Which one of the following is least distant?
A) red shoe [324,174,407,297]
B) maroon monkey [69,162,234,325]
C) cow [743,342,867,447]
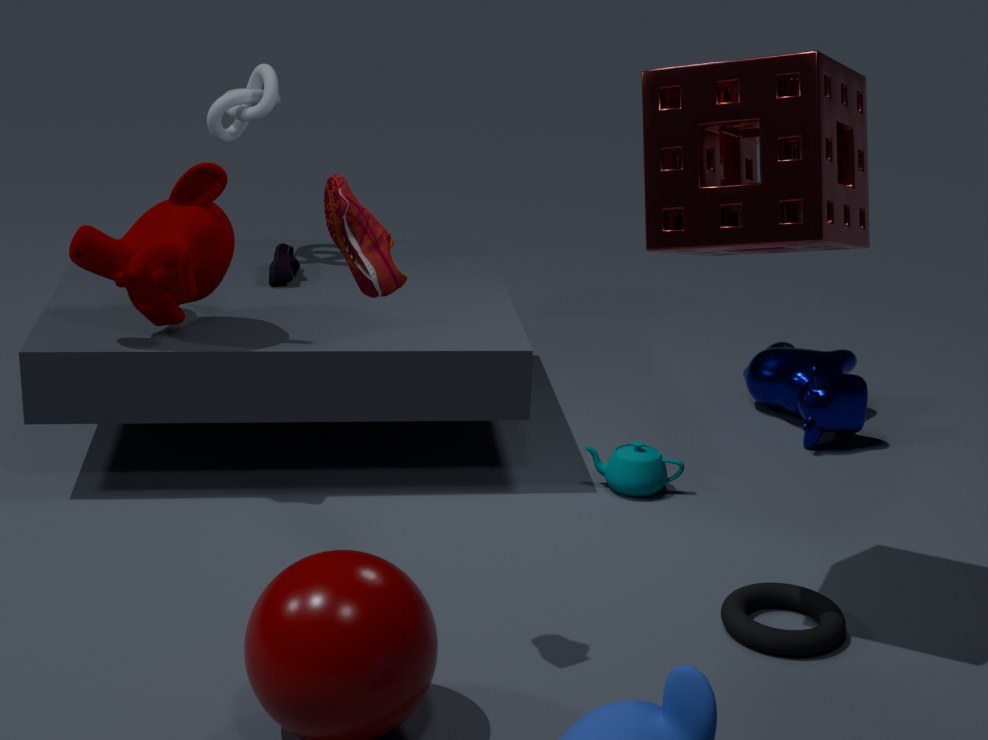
red shoe [324,174,407,297]
